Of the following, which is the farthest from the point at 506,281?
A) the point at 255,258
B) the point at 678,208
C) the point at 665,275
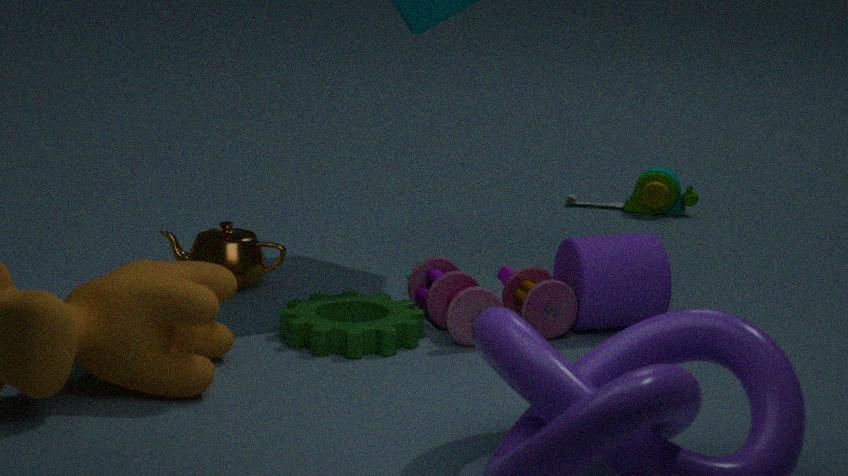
the point at 678,208
